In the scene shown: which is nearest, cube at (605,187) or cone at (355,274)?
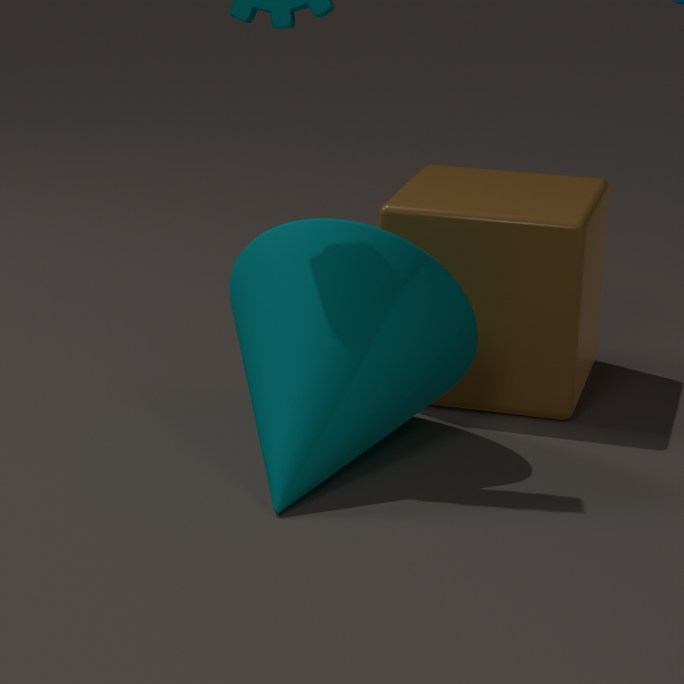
cone at (355,274)
